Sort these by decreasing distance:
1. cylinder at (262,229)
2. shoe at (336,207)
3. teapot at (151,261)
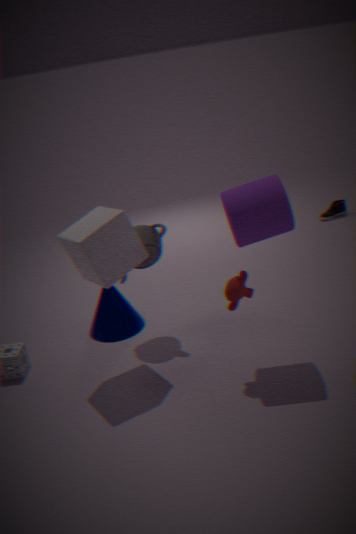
shoe at (336,207) → teapot at (151,261) → cylinder at (262,229)
